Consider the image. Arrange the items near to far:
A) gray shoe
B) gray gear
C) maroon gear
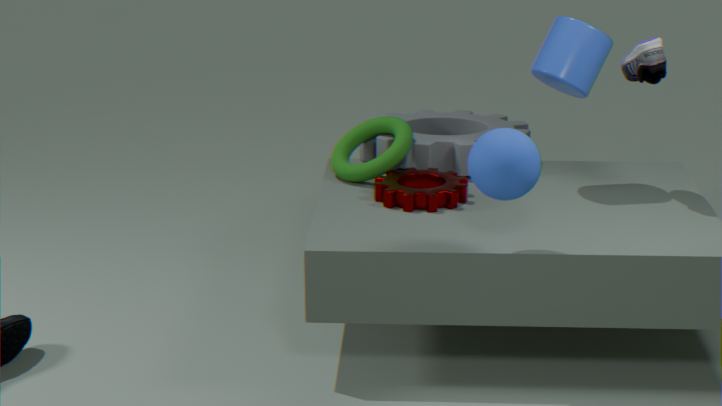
gray shoe
maroon gear
gray gear
